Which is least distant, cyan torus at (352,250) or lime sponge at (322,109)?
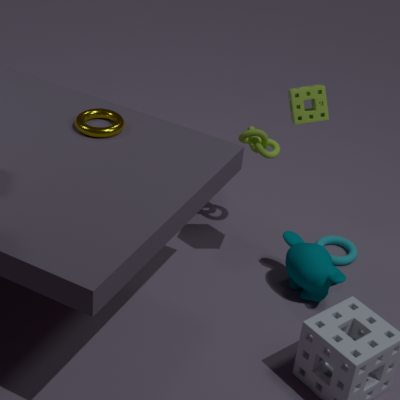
lime sponge at (322,109)
